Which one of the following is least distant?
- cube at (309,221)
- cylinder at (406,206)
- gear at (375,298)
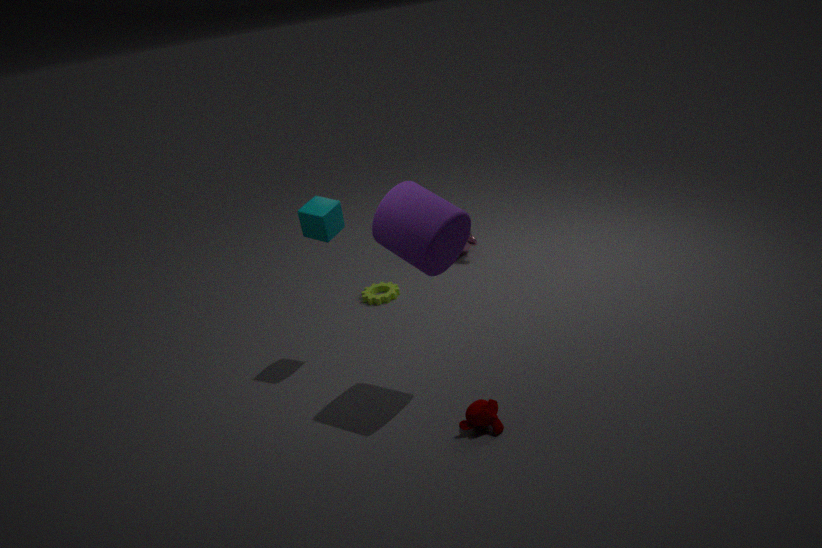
cylinder at (406,206)
